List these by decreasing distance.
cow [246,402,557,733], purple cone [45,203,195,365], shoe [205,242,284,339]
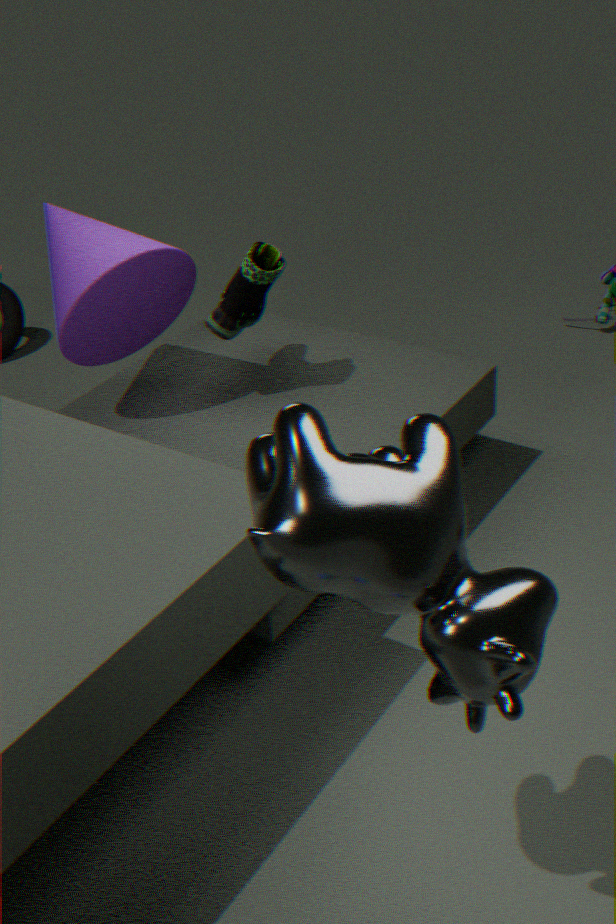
shoe [205,242,284,339] → purple cone [45,203,195,365] → cow [246,402,557,733]
